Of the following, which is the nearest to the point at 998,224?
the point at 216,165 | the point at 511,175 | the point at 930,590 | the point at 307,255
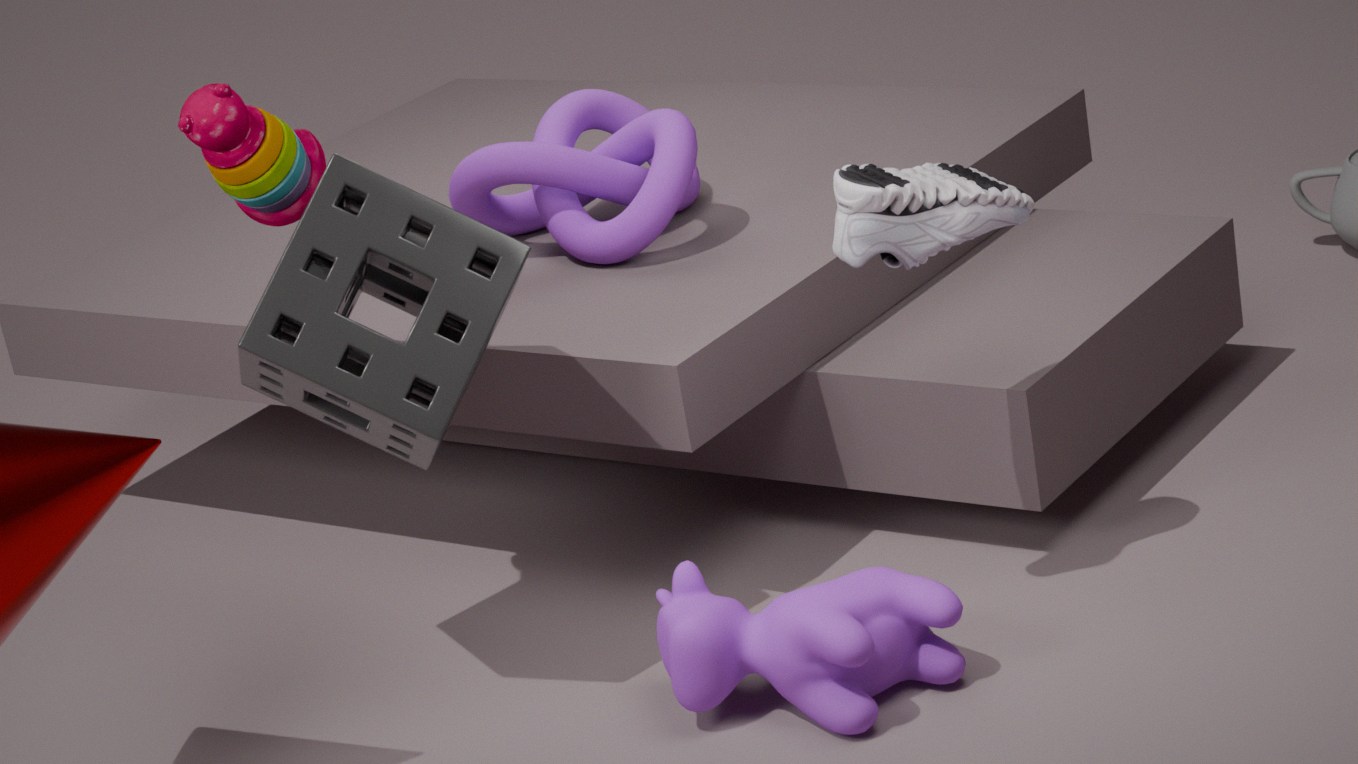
the point at 930,590
